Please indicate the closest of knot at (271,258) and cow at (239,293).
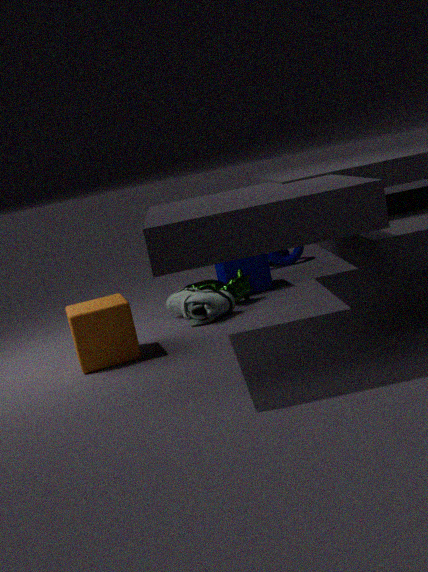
cow at (239,293)
